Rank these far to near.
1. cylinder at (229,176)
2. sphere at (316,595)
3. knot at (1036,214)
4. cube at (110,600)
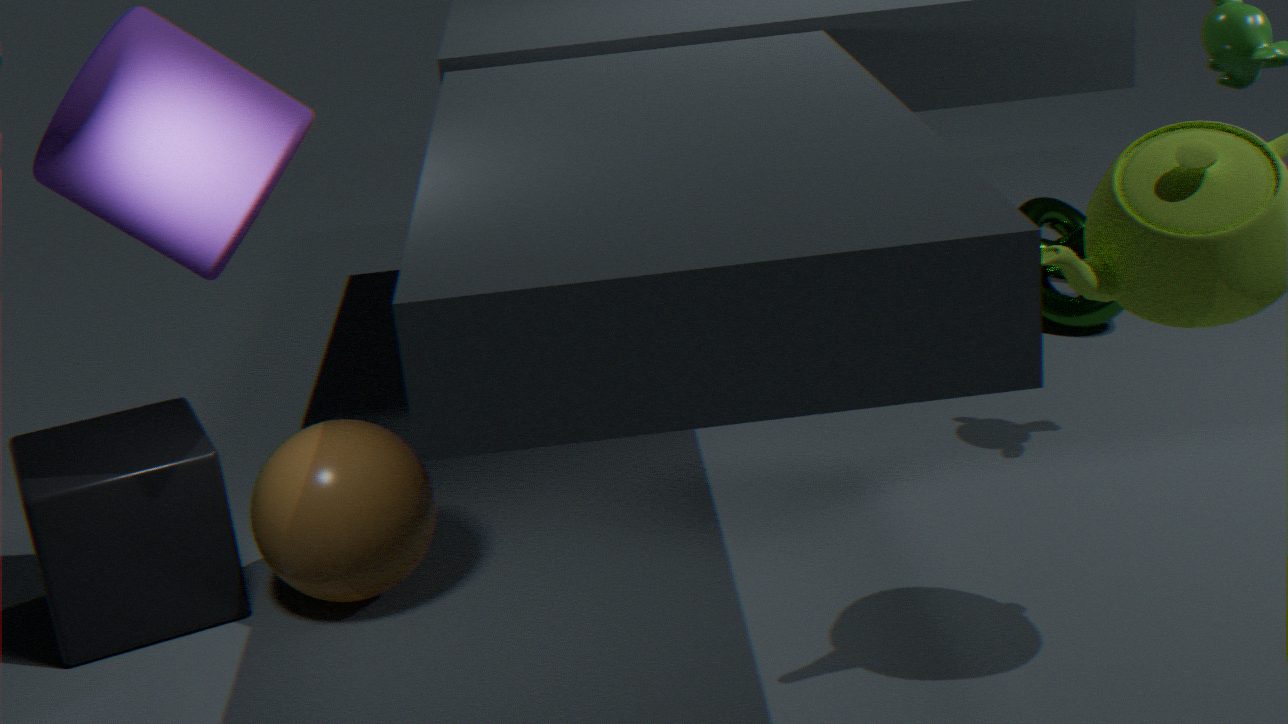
knot at (1036,214), sphere at (316,595), cube at (110,600), cylinder at (229,176)
